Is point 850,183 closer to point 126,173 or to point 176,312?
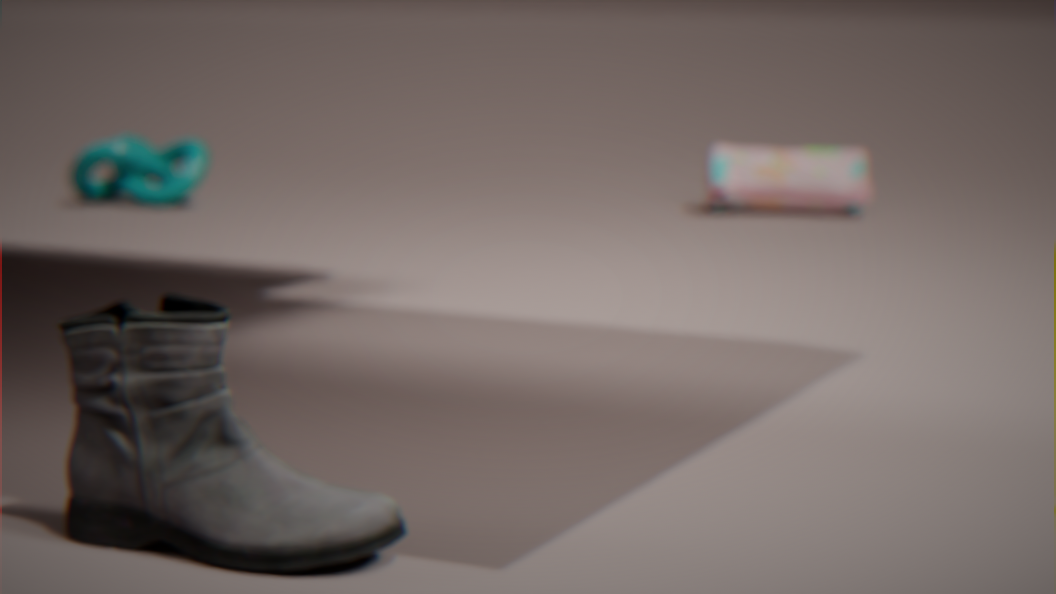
point 126,173
